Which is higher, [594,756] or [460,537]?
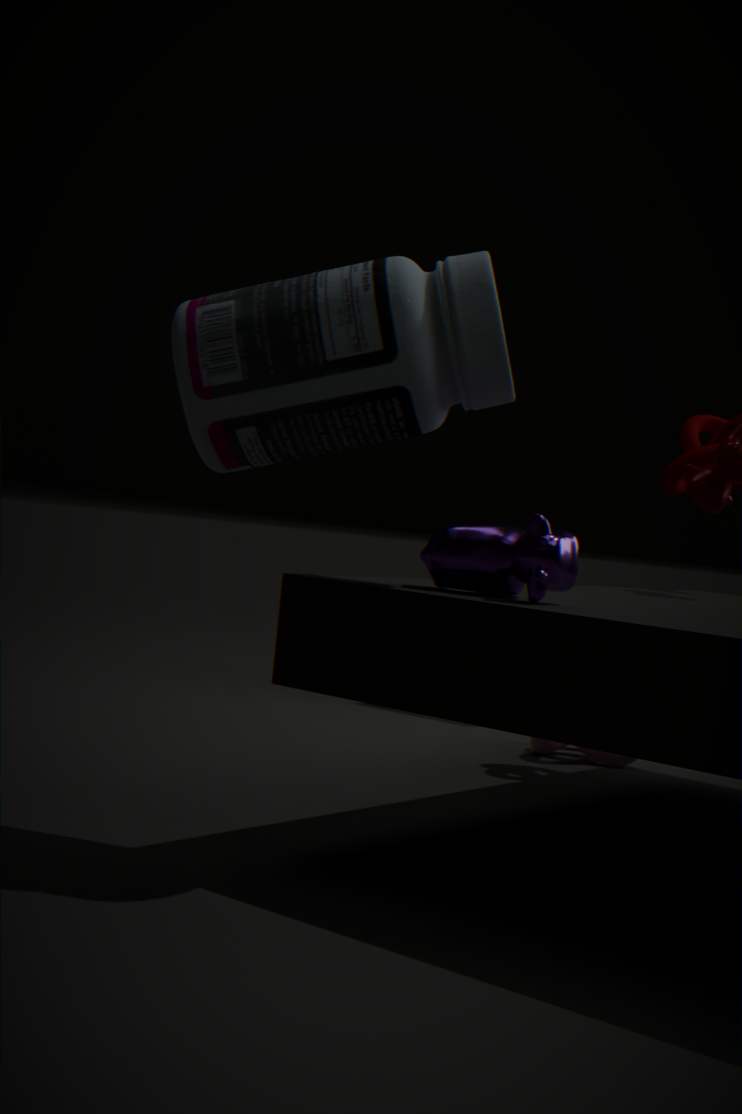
[460,537]
